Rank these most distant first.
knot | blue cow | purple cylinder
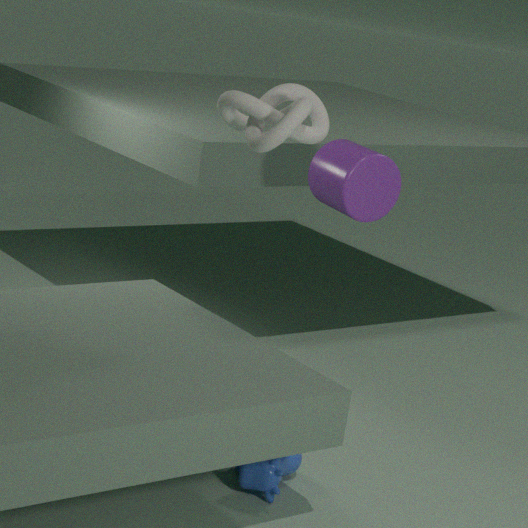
purple cylinder
blue cow
knot
